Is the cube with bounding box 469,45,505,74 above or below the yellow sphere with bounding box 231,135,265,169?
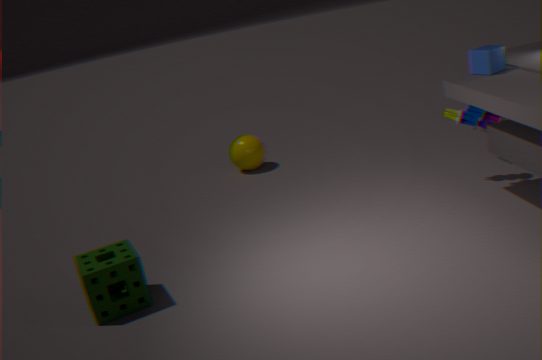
above
